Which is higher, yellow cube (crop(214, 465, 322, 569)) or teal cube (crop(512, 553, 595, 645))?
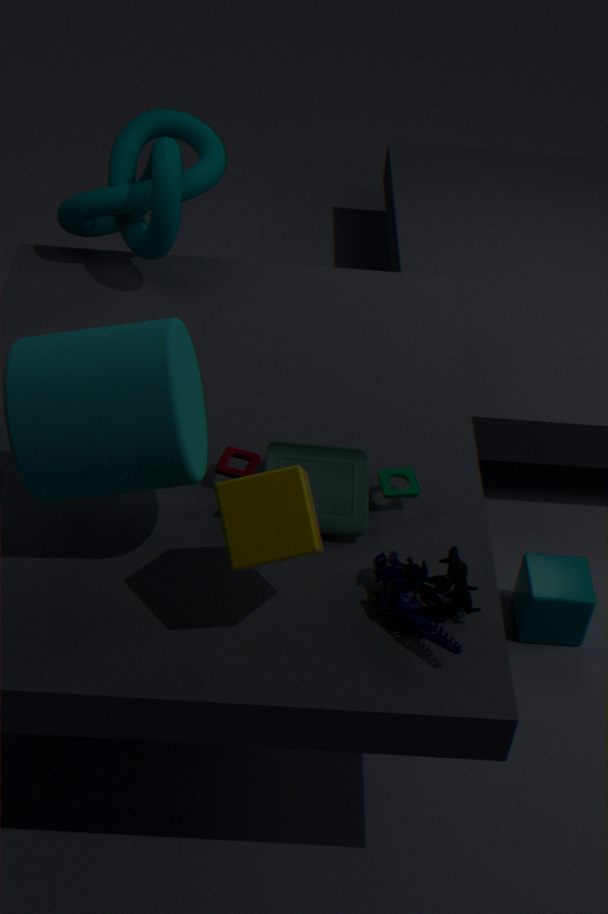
yellow cube (crop(214, 465, 322, 569))
